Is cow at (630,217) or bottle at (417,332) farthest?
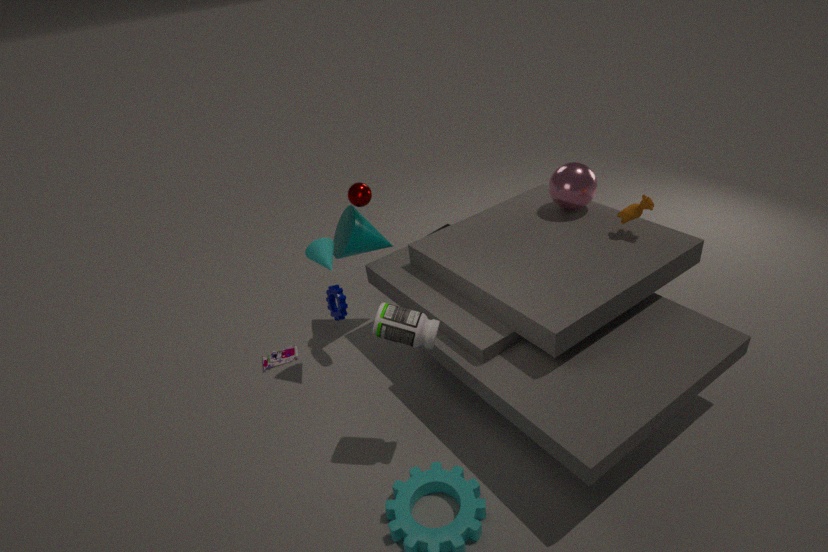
cow at (630,217)
